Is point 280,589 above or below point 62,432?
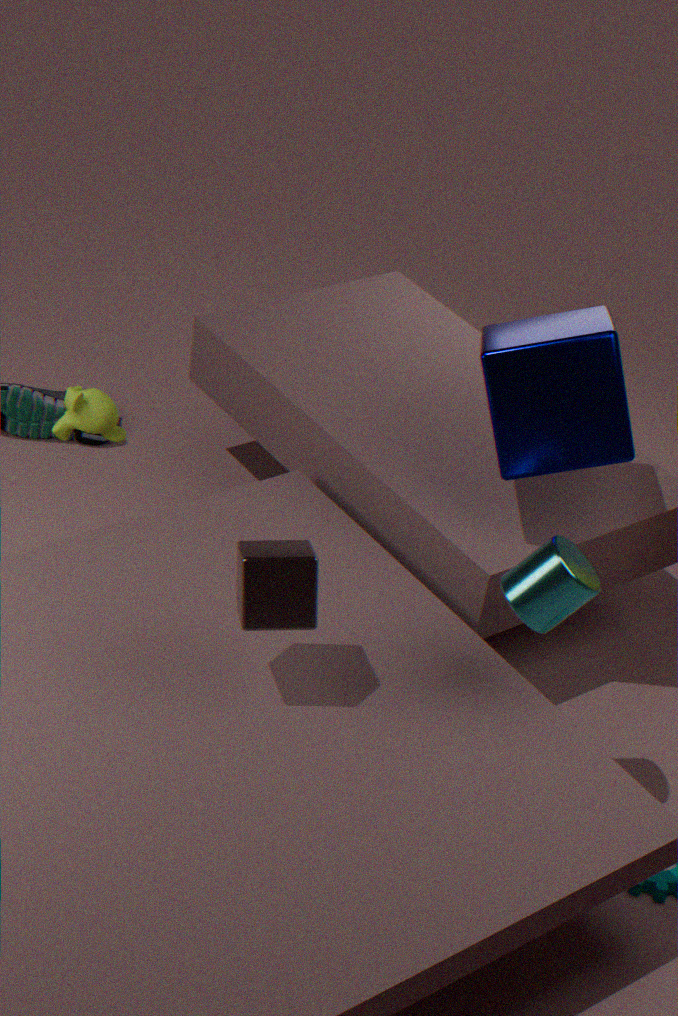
above
